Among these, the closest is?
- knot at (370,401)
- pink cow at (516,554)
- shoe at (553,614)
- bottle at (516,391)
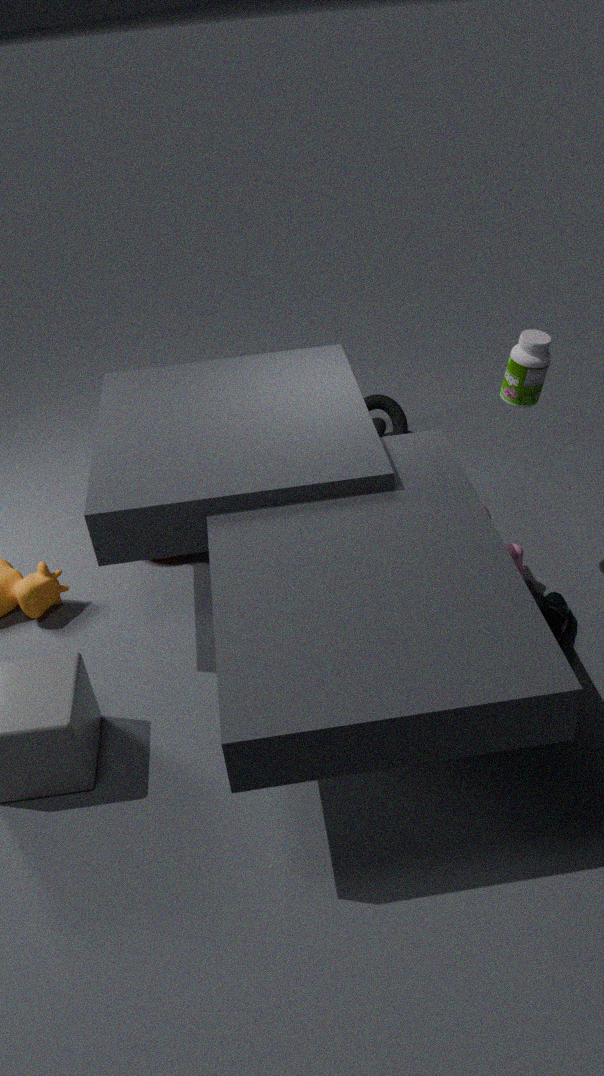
bottle at (516,391)
